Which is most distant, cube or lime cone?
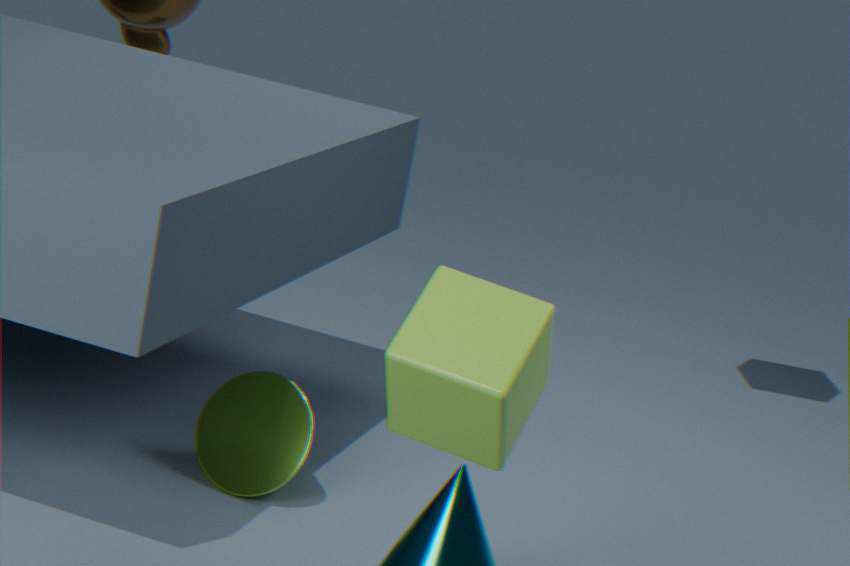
lime cone
